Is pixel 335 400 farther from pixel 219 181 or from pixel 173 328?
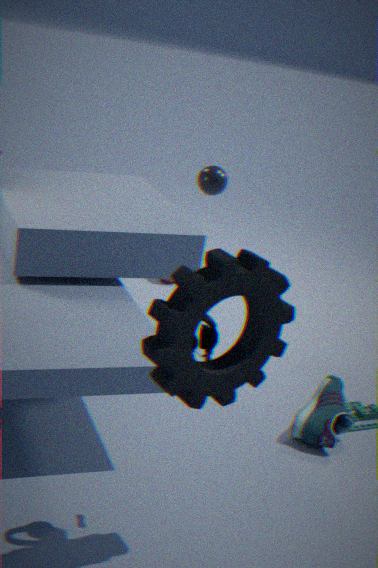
pixel 219 181
